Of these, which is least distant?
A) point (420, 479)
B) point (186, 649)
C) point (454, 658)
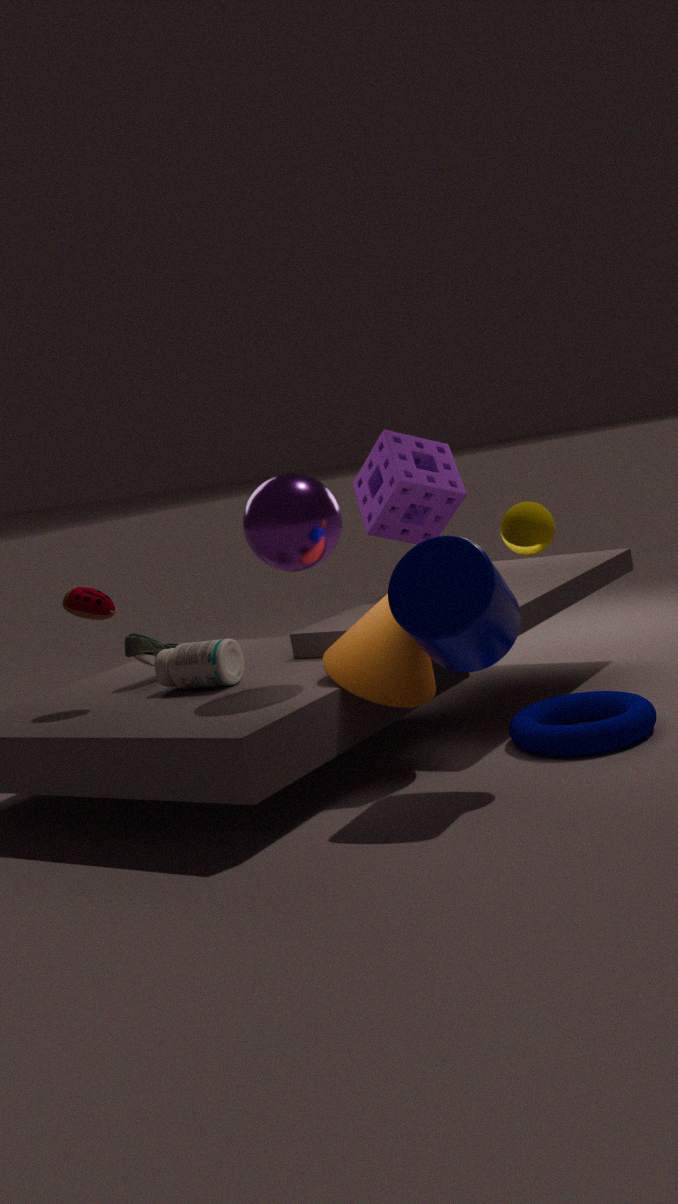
point (454, 658)
